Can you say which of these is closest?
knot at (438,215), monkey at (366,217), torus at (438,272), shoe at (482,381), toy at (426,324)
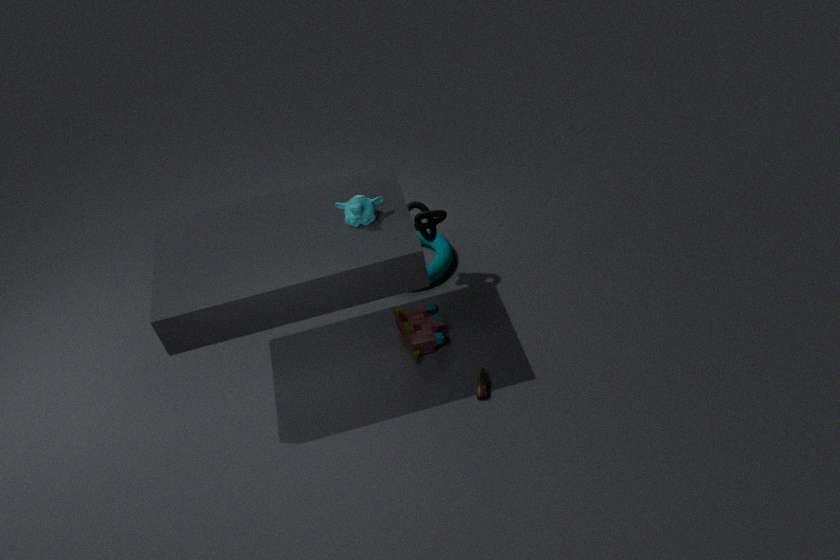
monkey at (366,217)
